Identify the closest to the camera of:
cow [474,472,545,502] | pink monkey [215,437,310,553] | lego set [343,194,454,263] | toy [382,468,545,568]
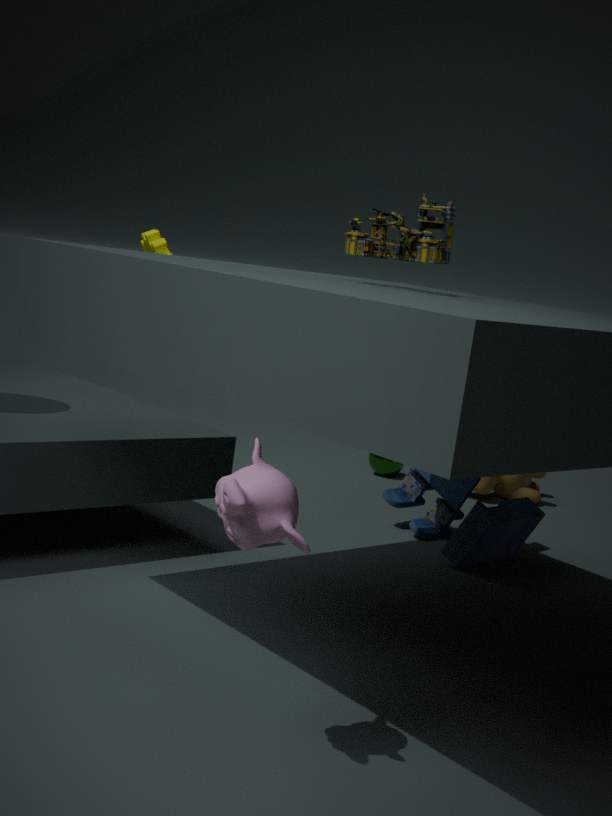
pink monkey [215,437,310,553]
